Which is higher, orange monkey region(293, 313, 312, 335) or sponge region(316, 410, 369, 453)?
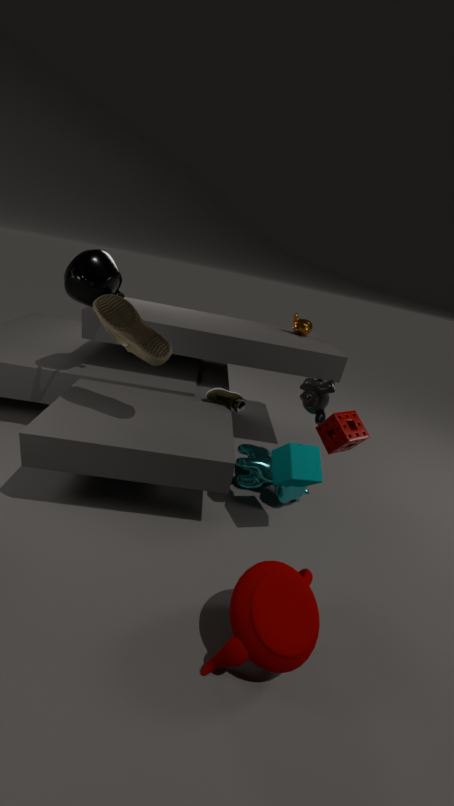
orange monkey region(293, 313, 312, 335)
